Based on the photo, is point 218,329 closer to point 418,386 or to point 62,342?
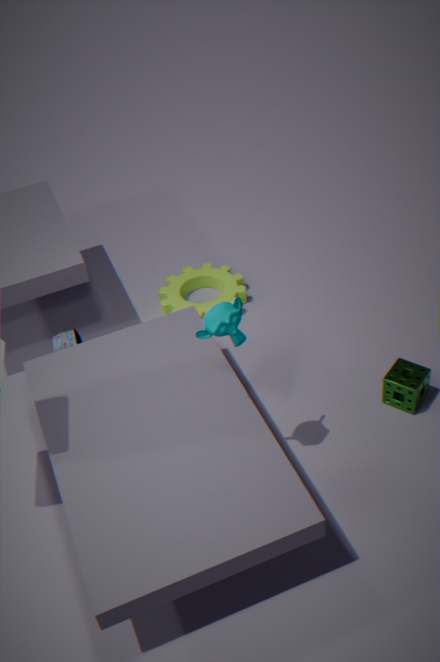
point 418,386
